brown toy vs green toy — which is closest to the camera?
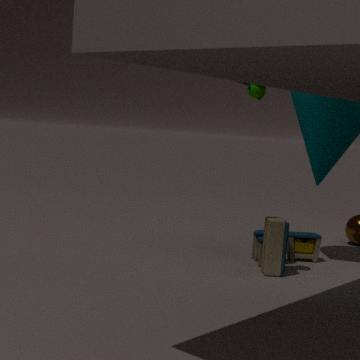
green toy
